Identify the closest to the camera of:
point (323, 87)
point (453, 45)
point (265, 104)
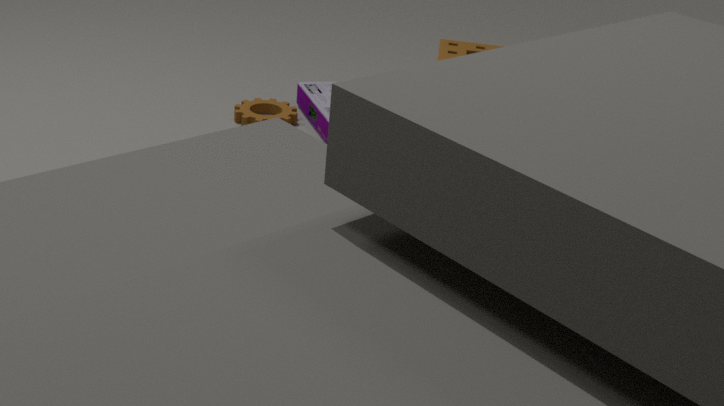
point (453, 45)
